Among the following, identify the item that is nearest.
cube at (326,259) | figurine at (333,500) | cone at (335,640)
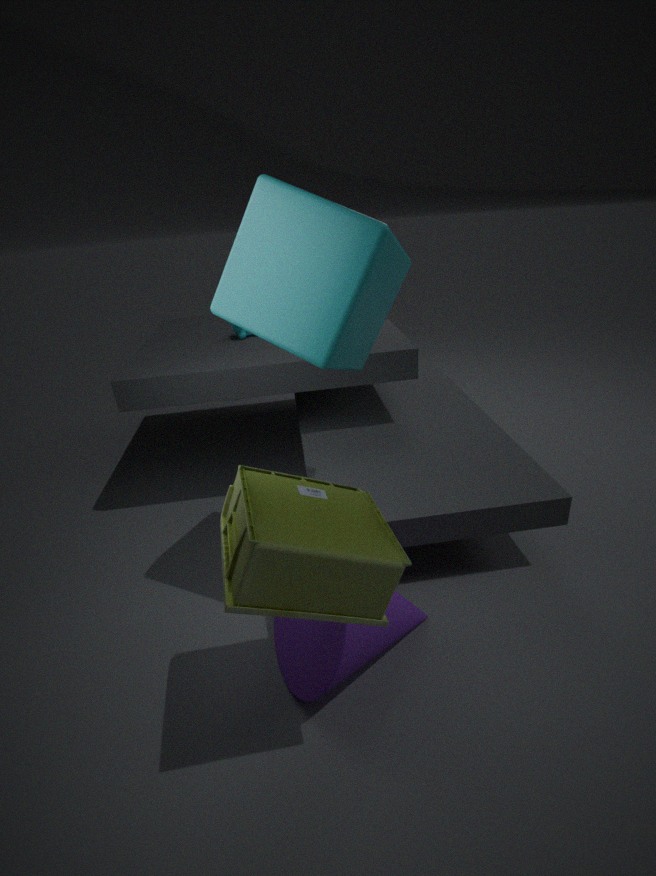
figurine at (333,500)
